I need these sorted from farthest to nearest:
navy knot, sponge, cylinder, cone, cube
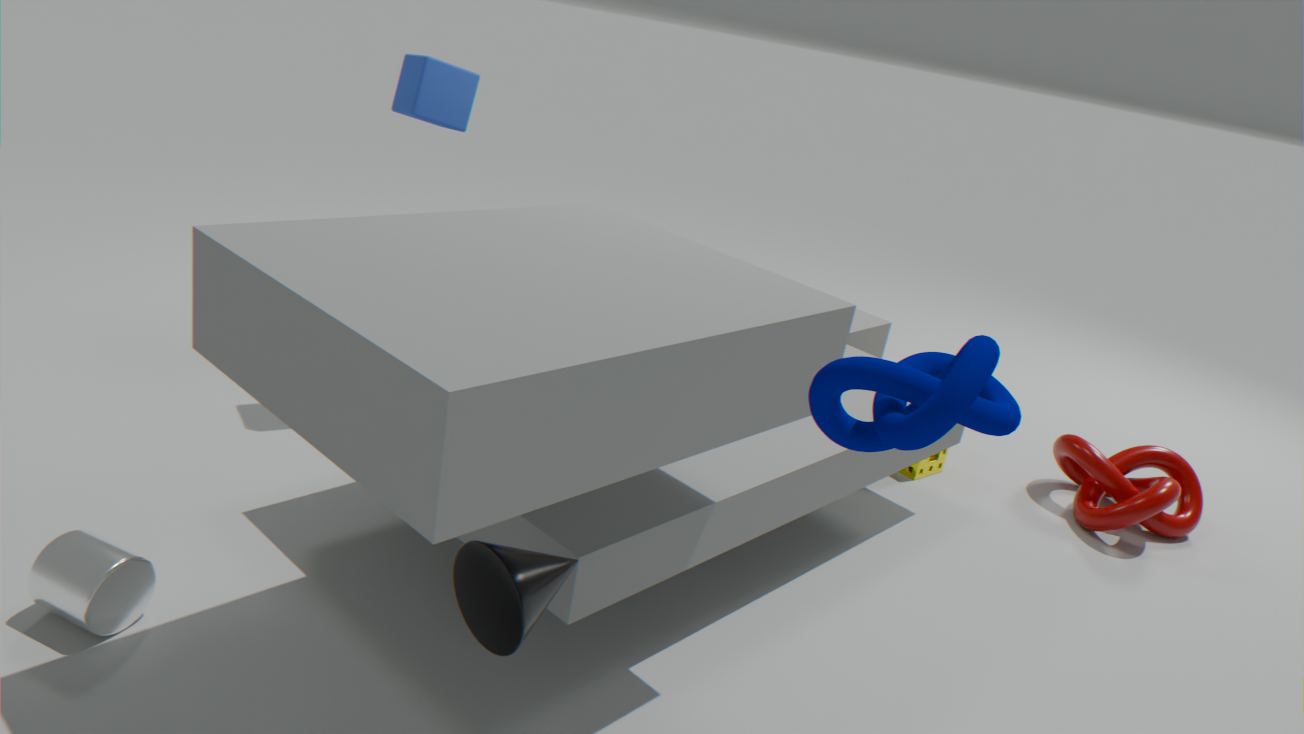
sponge
cube
cylinder
cone
navy knot
